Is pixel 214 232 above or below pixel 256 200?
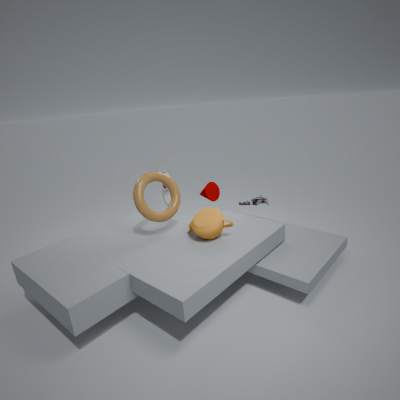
above
